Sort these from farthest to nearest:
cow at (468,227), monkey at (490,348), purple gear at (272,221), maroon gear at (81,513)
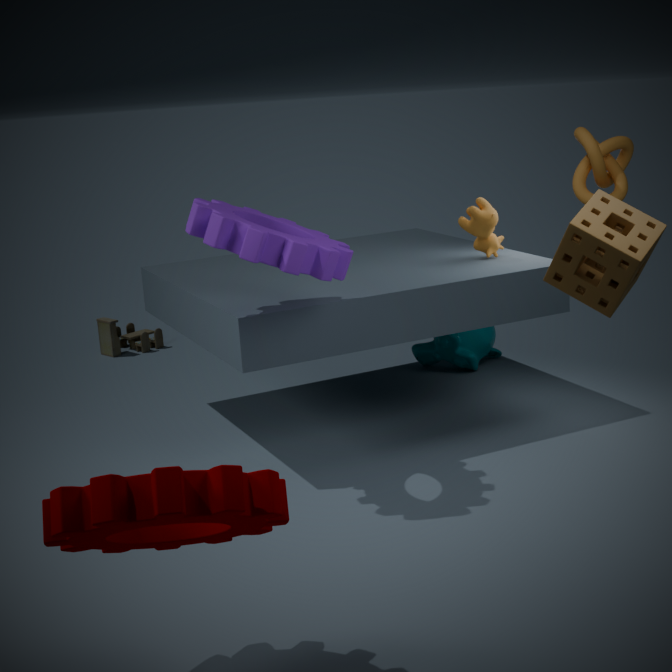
1. monkey at (490,348)
2. cow at (468,227)
3. purple gear at (272,221)
4. maroon gear at (81,513)
